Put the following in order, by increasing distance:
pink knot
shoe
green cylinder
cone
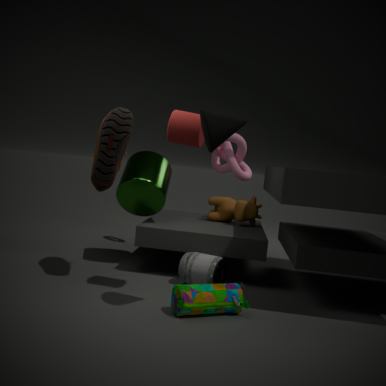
cone, shoe, green cylinder, pink knot
